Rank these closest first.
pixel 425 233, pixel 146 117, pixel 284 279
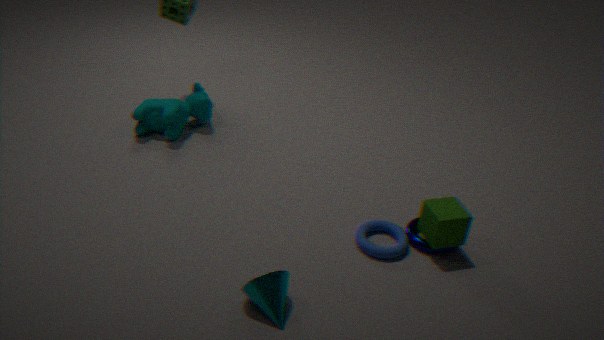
pixel 284 279 → pixel 425 233 → pixel 146 117
